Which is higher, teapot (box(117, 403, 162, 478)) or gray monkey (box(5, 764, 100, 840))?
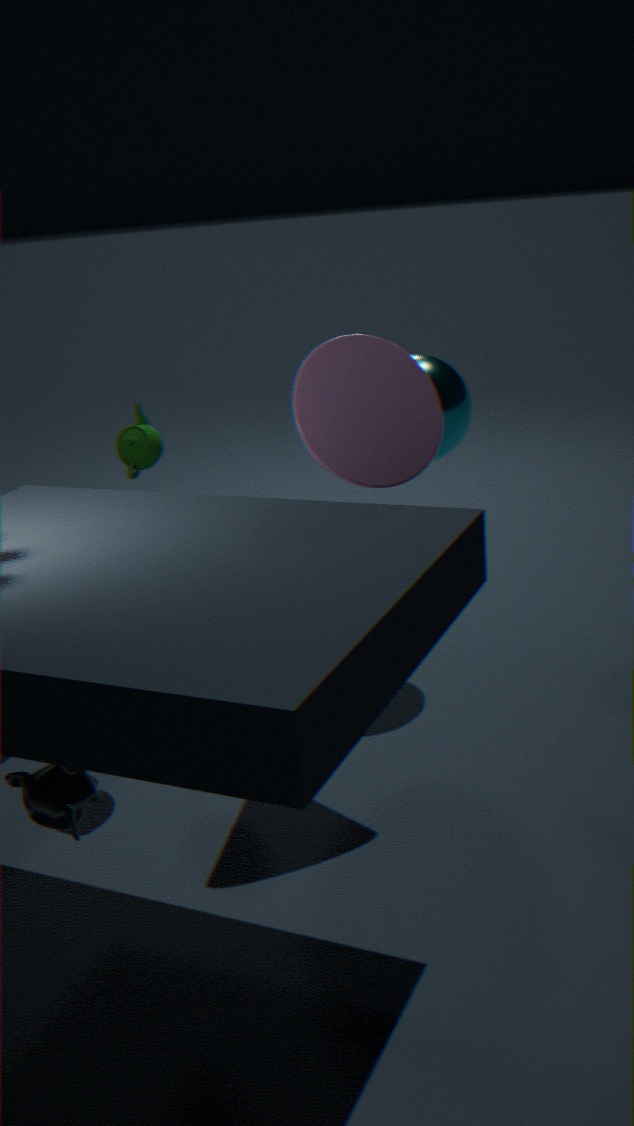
teapot (box(117, 403, 162, 478))
